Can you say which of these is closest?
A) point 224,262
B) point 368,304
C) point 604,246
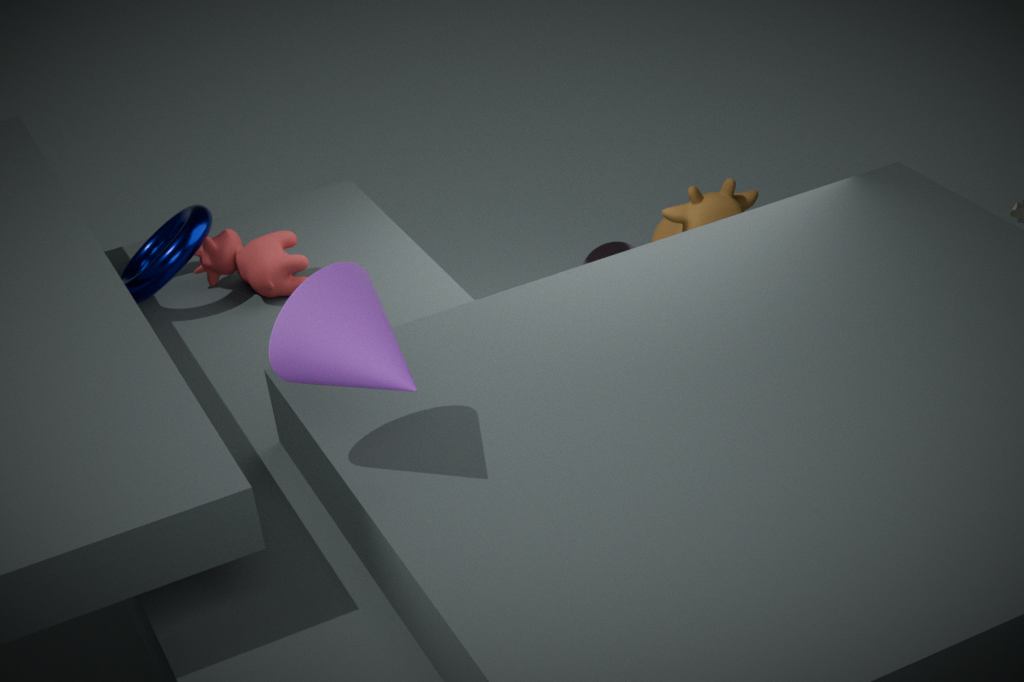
point 368,304
